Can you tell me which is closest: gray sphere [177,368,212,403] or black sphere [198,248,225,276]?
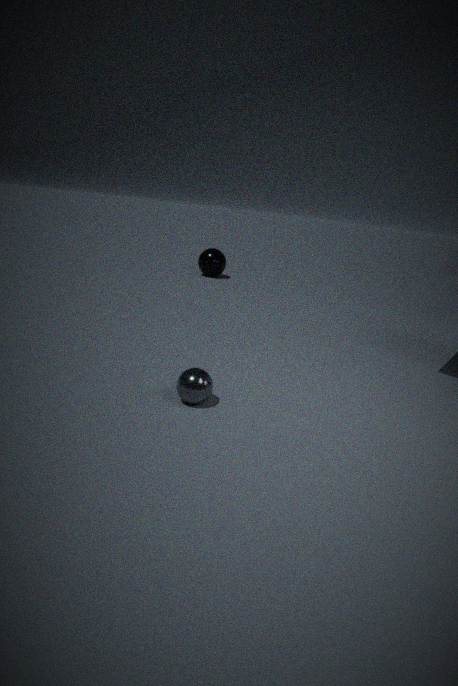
gray sphere [177,368,212,403]
